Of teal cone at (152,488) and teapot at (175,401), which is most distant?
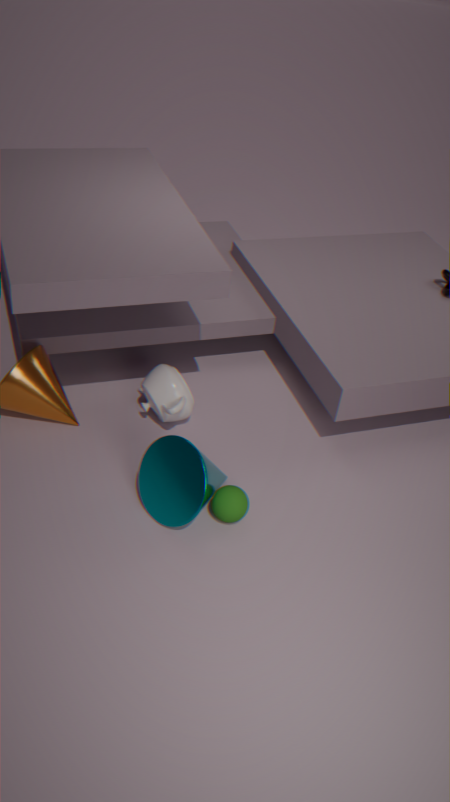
teapot at (175,401)
